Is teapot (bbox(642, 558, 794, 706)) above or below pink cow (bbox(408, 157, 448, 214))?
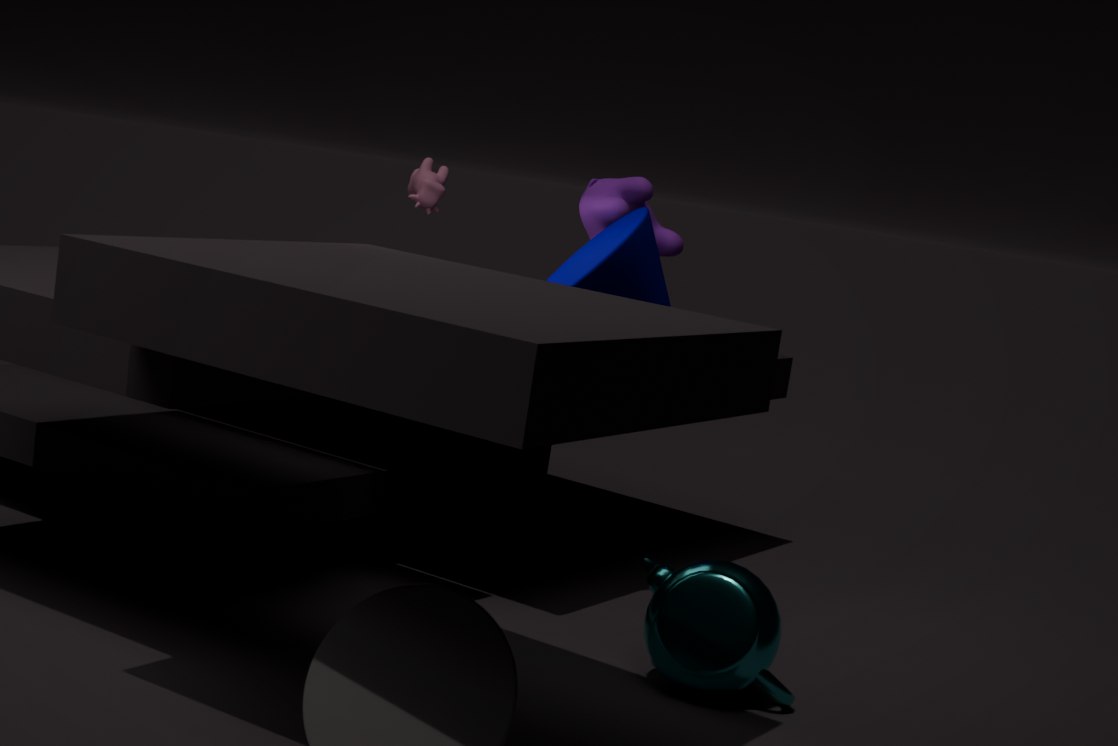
below
